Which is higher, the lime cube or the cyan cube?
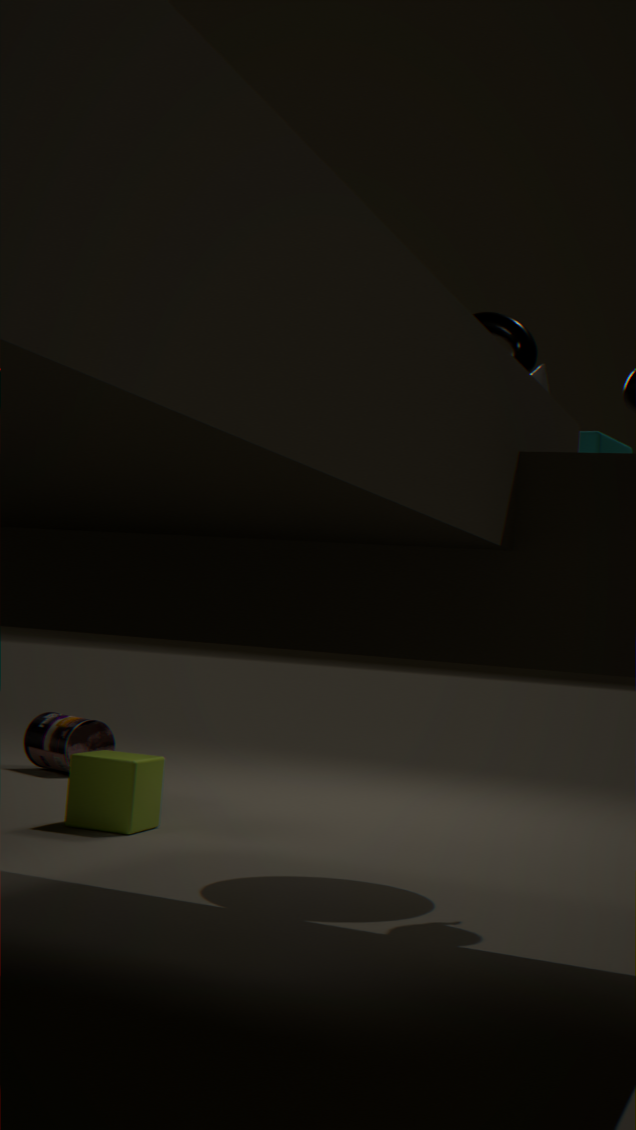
the cyan cube
